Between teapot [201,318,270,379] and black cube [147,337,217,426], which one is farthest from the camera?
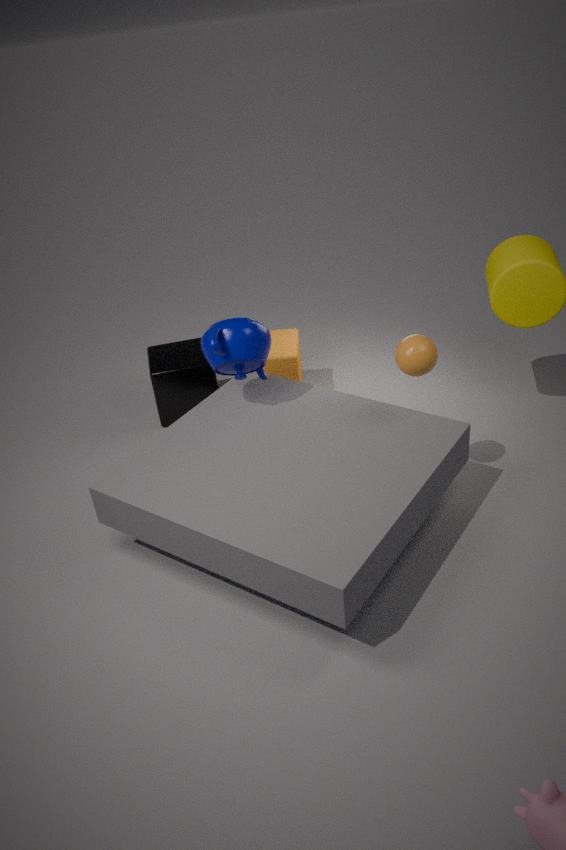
black cube [147,337,217,426]
